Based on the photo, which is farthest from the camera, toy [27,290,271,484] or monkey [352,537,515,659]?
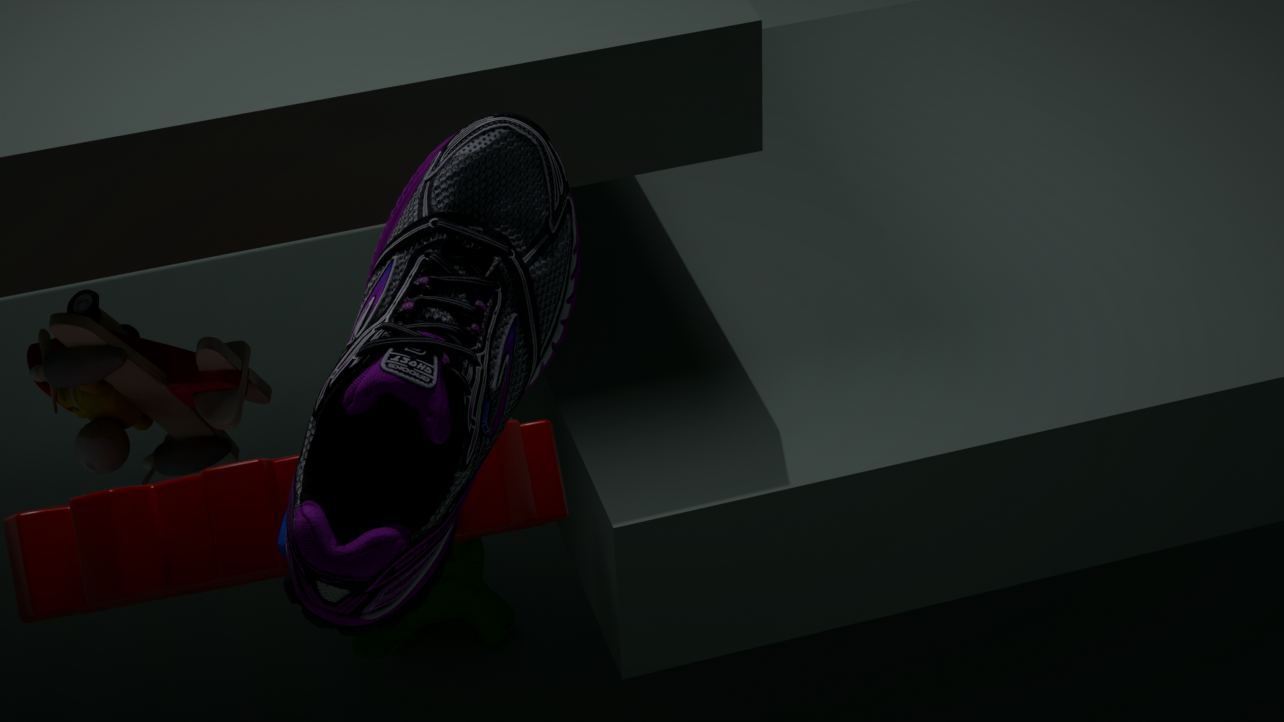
monkey [352,537,515,659]
